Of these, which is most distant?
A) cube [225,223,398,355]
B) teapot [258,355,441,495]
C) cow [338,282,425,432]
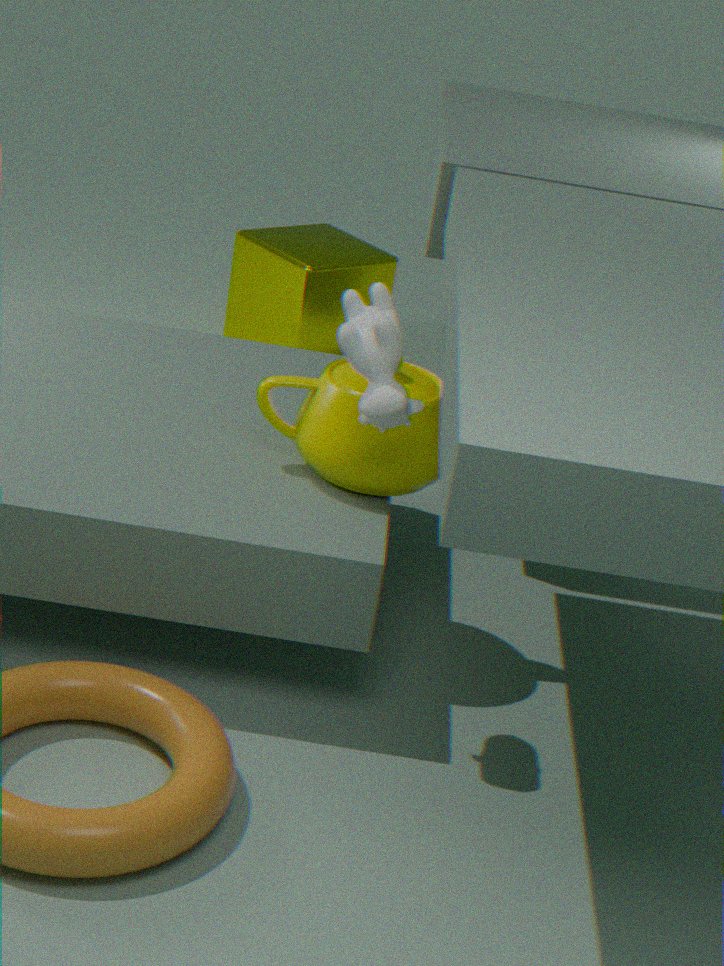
cube [225,223,398,355]
